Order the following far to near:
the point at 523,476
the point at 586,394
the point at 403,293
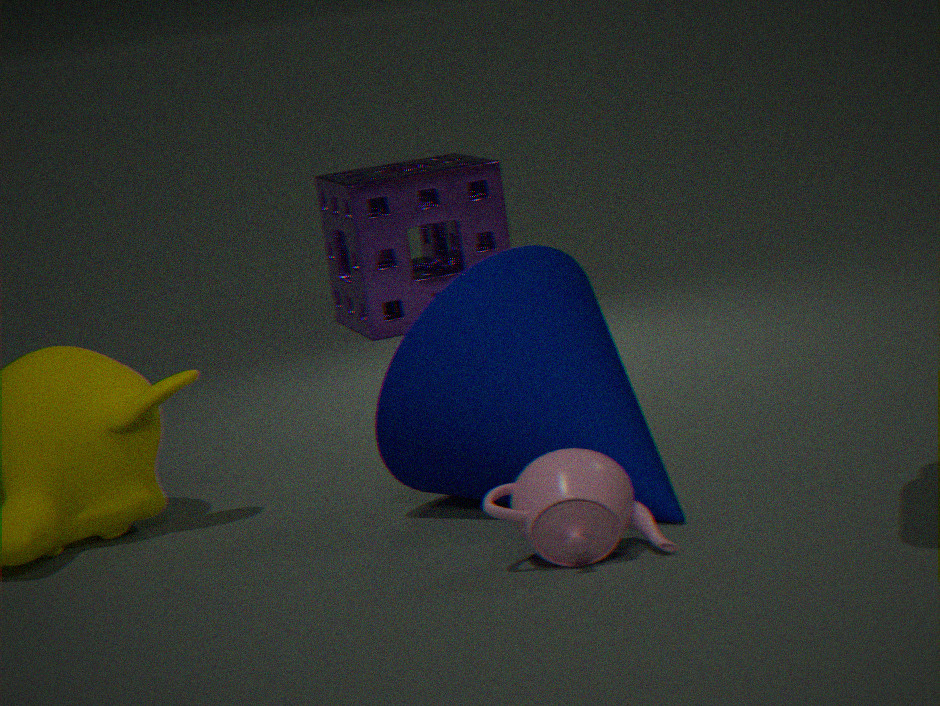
the point at 403,293 → the point at 586,394 → the point at 523,476
